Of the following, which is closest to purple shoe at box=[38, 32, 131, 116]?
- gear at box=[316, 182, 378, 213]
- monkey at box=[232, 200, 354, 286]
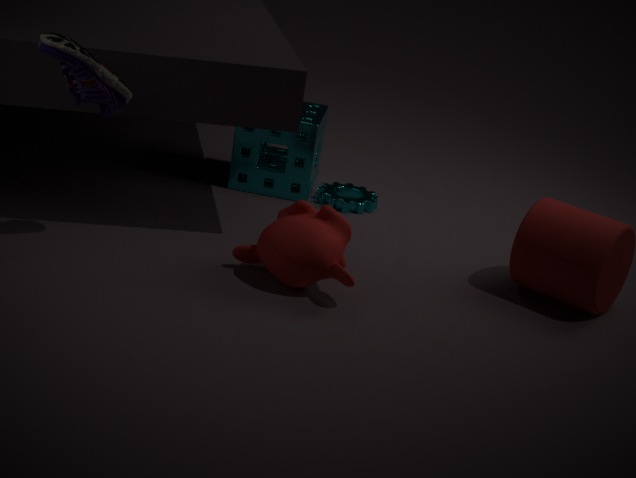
monkey at box=[232, 200, 354, 286]
